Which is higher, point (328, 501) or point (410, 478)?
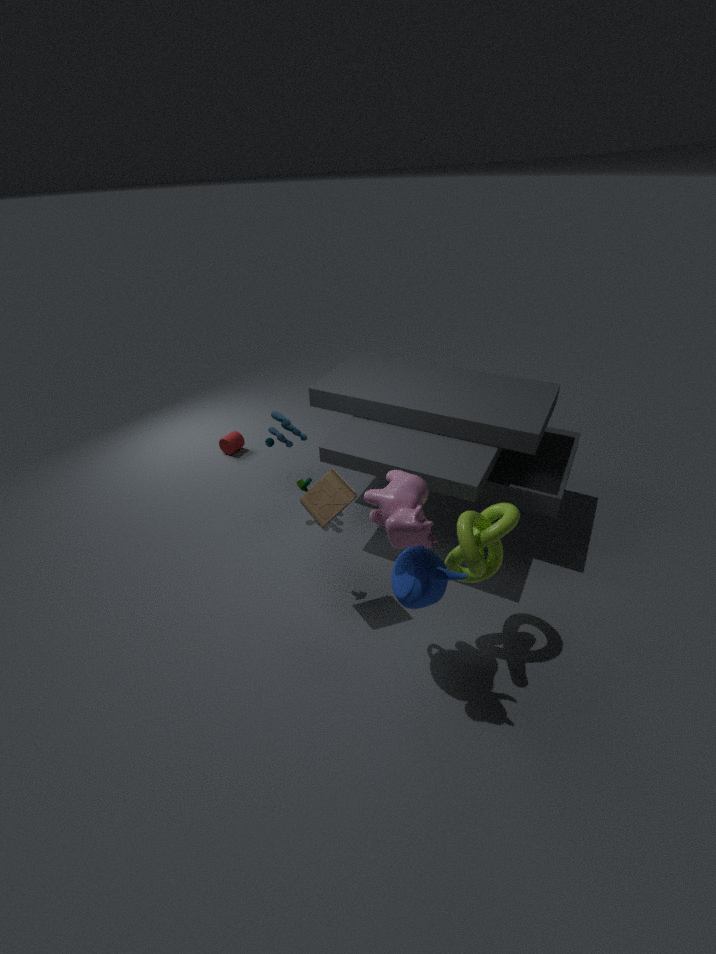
point (410, 478)
